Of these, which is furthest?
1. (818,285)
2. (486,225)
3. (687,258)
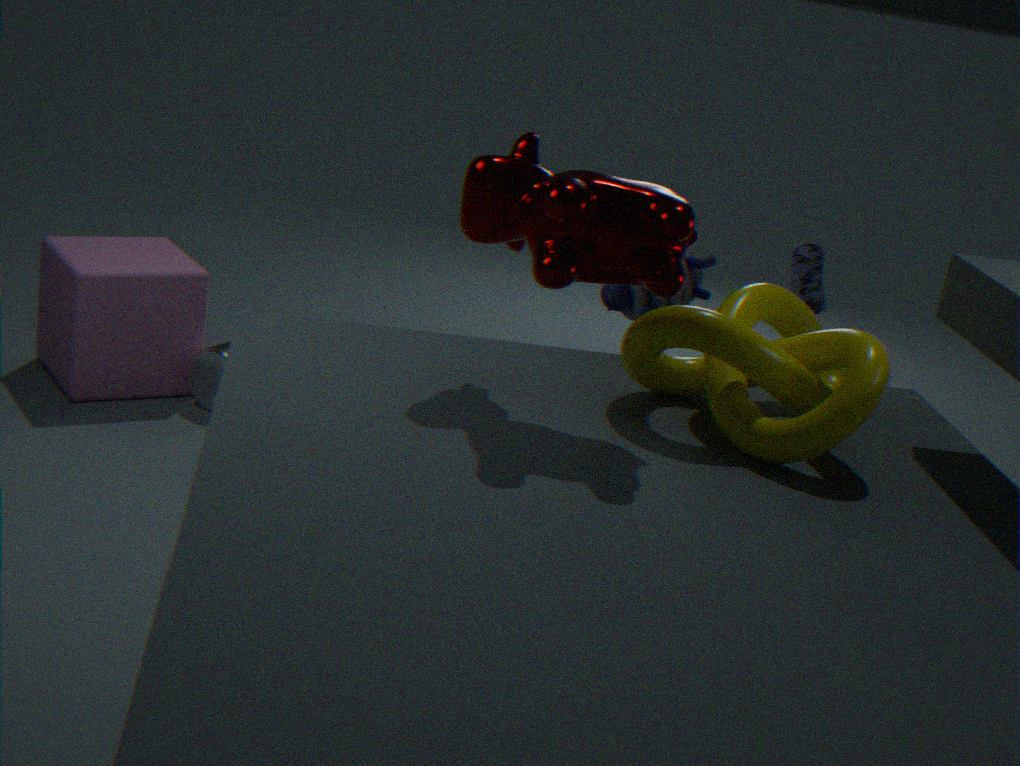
(818,285)
